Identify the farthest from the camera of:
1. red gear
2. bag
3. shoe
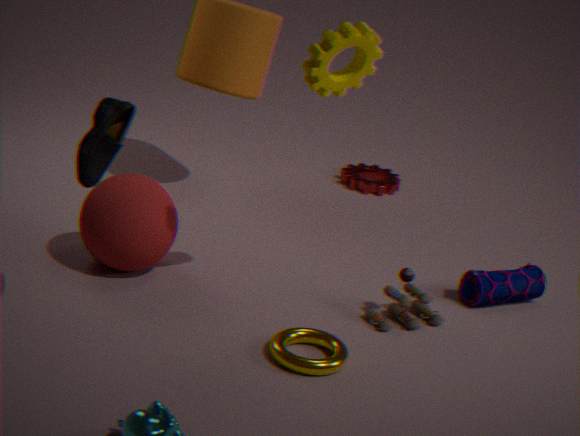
red gear
